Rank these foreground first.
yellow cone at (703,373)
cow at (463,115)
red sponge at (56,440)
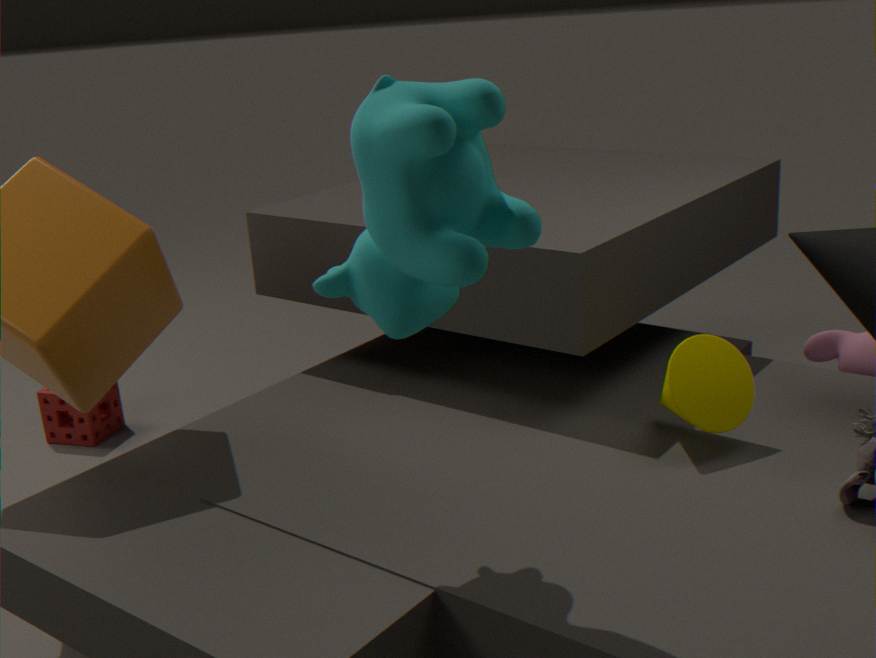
cow at (463,115), yellow cone at (703,373), red sponge at (56,440)
